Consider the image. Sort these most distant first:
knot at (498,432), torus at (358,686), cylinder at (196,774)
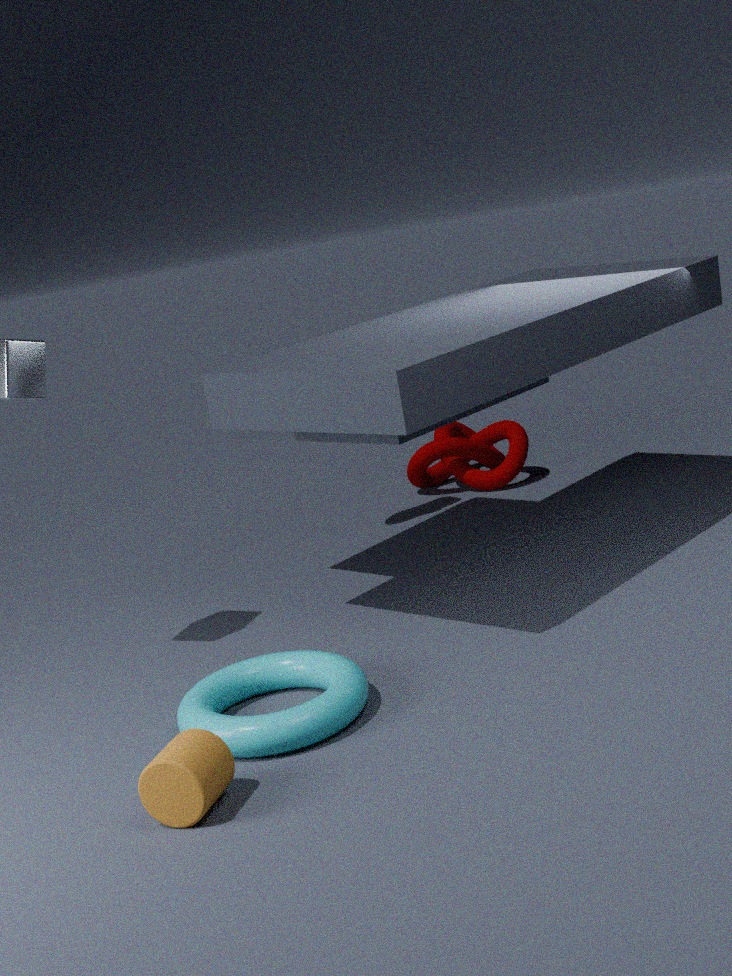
knot at (498,432)
torus at (358,686)
cylinder at (196,774)
